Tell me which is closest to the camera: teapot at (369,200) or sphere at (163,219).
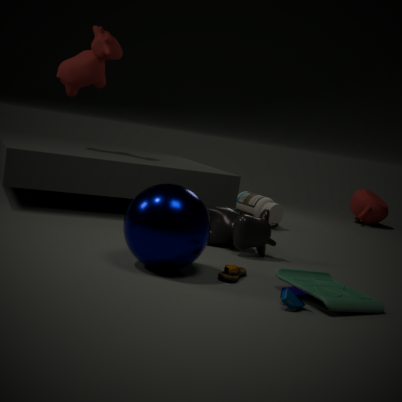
sphere at (163,219)
